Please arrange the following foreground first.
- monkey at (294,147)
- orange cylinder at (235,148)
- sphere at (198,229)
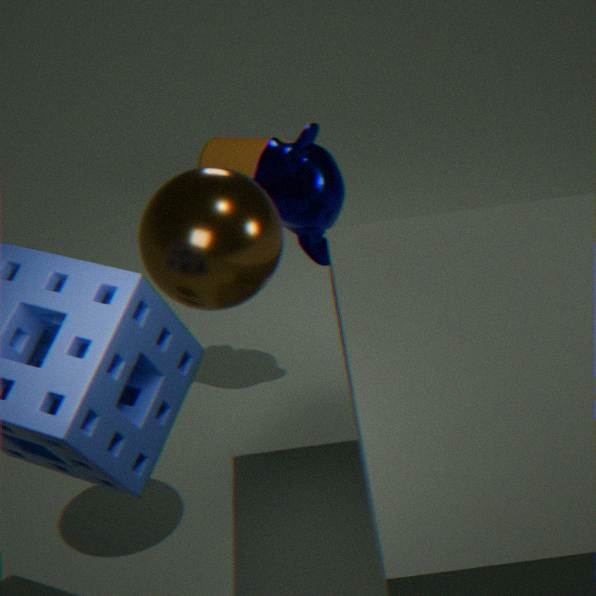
sphere at (198,229), monkey at (294,147), orange cylinder at (235,148)
